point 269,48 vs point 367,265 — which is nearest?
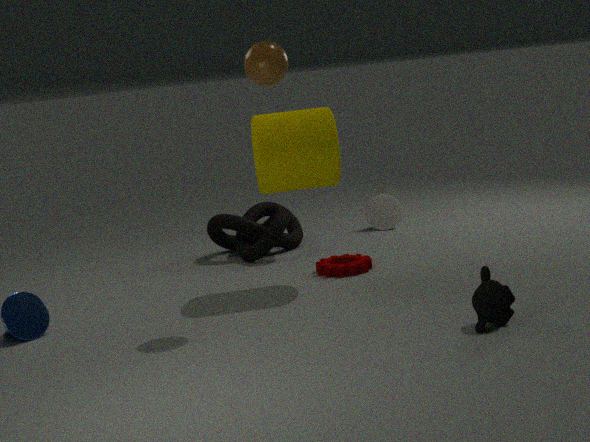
point 269,48
